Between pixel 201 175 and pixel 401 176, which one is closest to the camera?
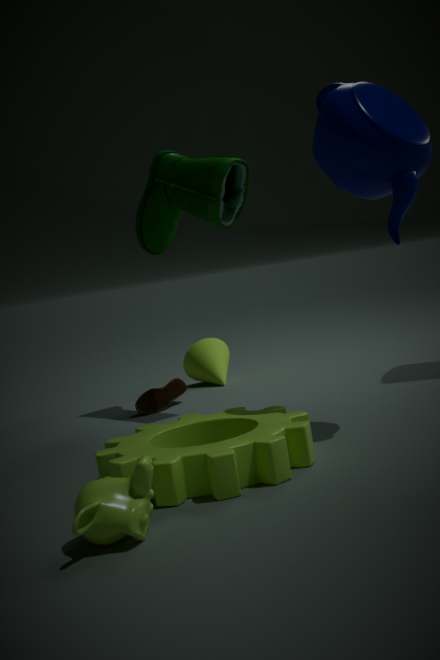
pixel 401 176
